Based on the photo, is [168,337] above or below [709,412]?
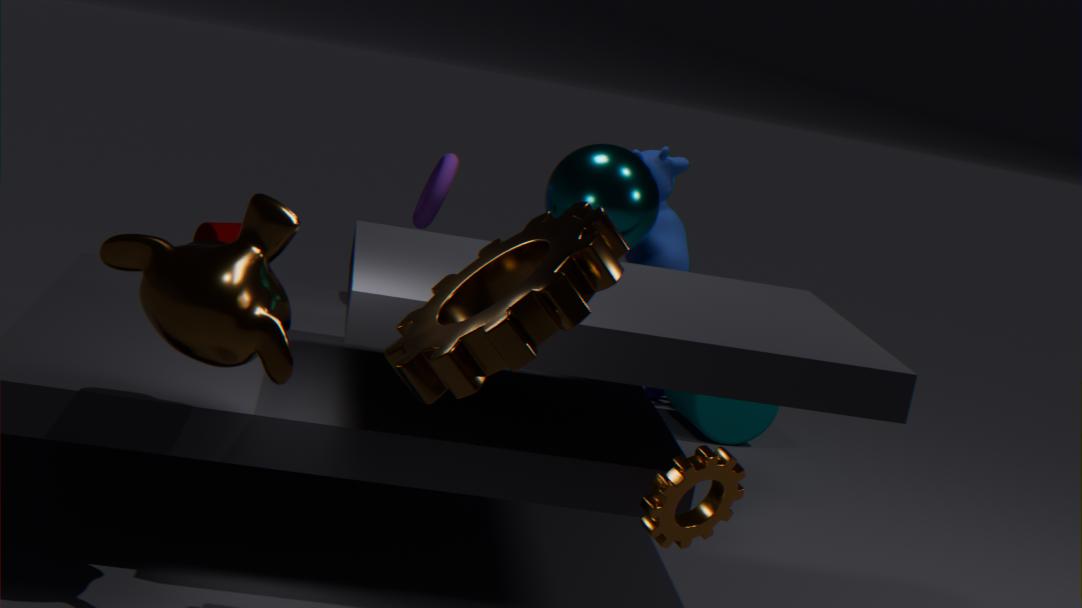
above
